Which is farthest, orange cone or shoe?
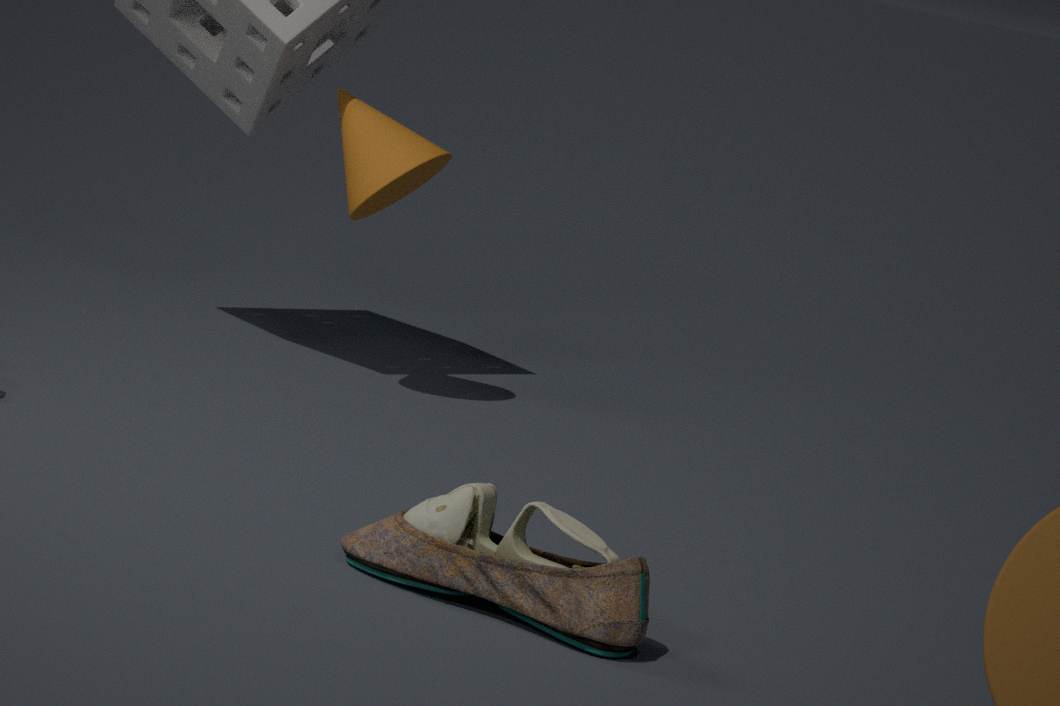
orange cone
